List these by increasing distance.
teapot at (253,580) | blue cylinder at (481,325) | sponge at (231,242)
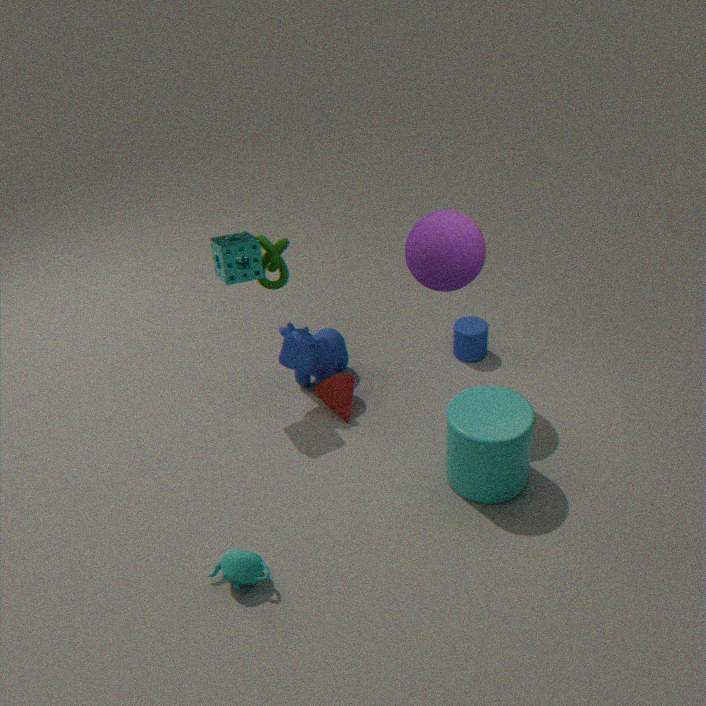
teapot at (253,580)
sponge at (231,242)
blue cylinder at (481,325)
